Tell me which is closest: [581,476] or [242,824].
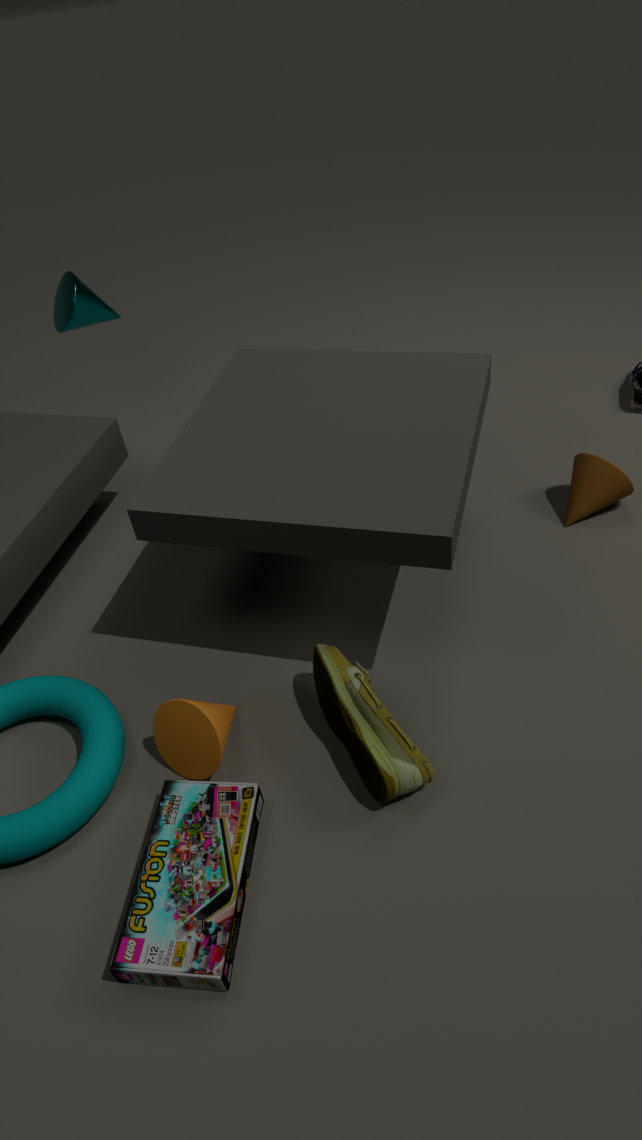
[242,824]
